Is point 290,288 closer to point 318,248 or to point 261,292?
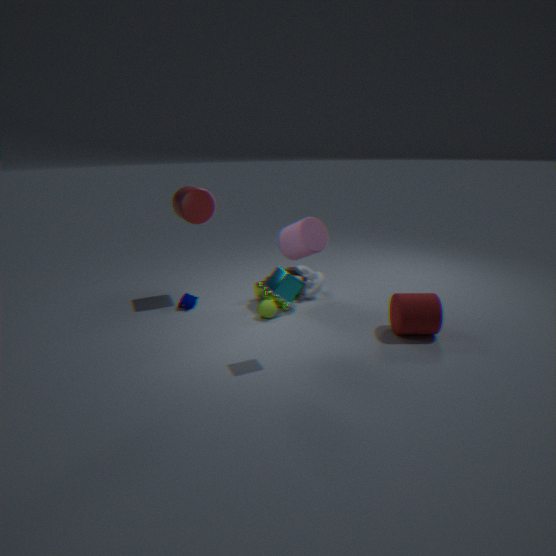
point 318,248
